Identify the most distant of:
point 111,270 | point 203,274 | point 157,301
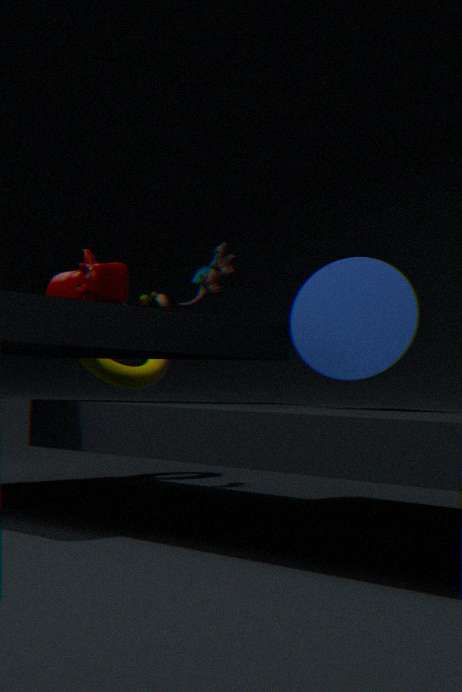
point 157,301
